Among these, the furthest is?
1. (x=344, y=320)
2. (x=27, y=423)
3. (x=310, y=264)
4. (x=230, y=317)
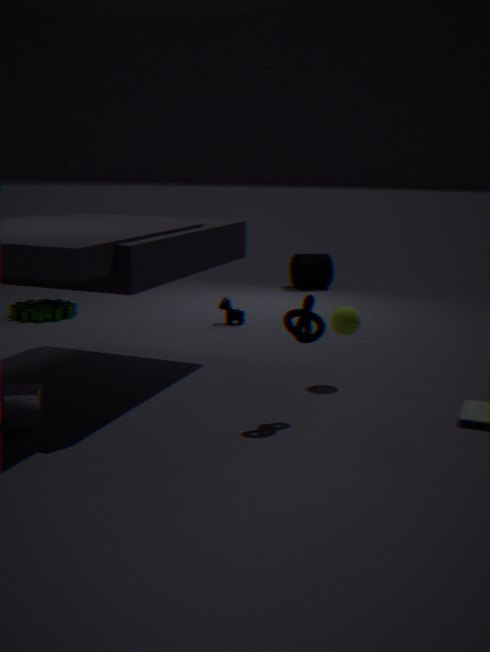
(x=310, y=264)
